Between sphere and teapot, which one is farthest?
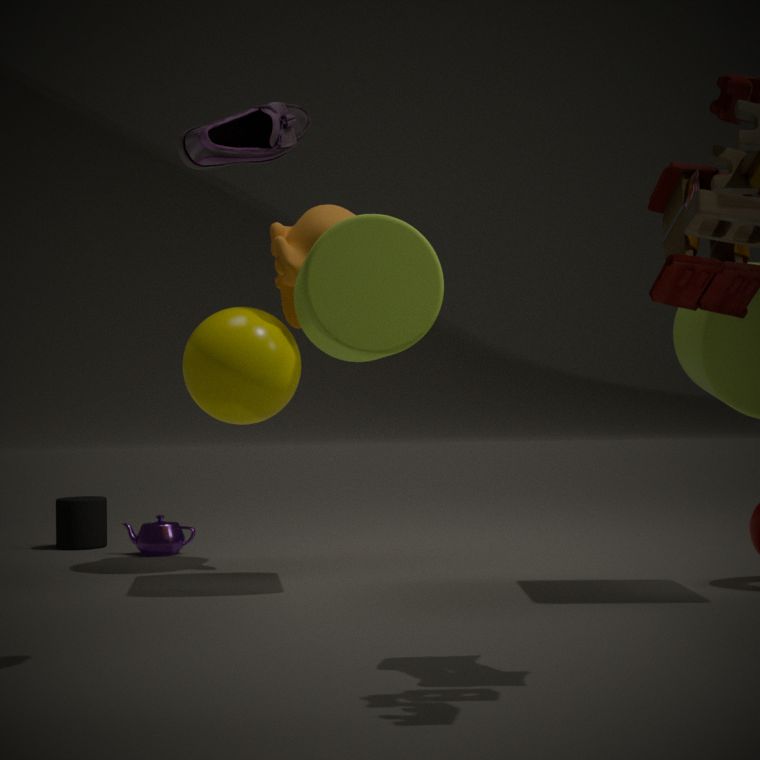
teapot
